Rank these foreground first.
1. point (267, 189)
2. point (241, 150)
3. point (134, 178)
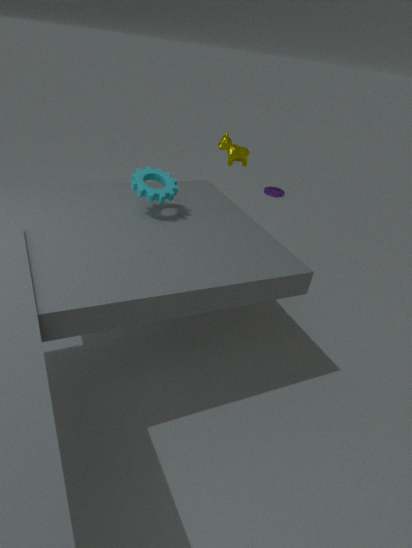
point (134, 178) → point (241, 150) → point (267, 189)
